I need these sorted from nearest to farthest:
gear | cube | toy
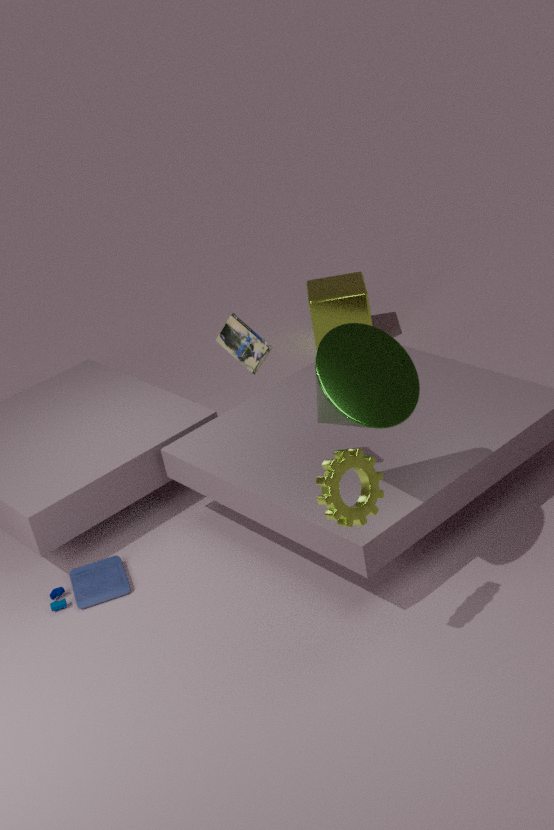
gear < toy < cube
